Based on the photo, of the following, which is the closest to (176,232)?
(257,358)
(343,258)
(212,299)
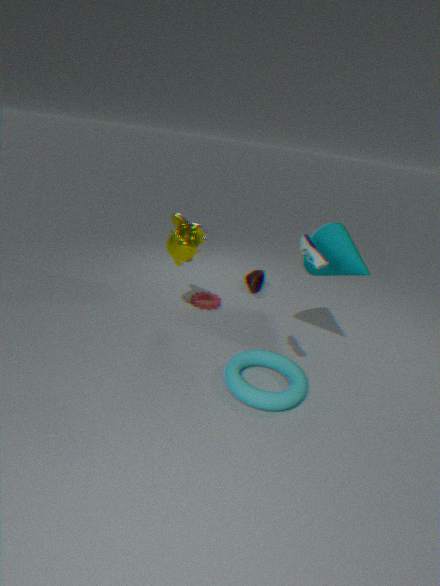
(212,299)
